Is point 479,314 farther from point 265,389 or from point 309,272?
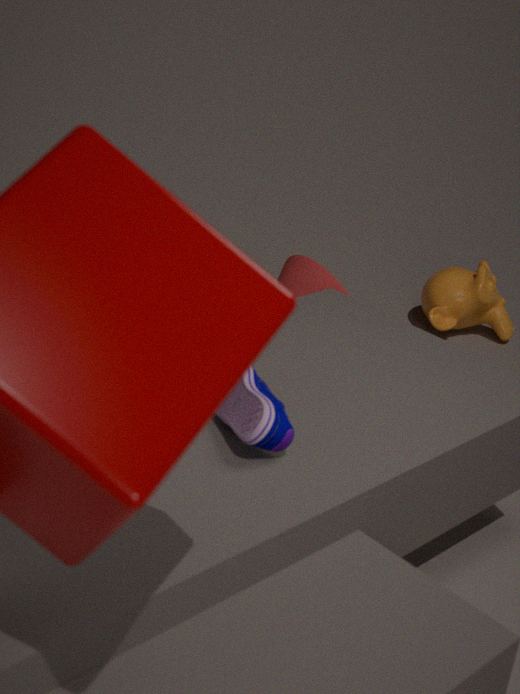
point 265,389
